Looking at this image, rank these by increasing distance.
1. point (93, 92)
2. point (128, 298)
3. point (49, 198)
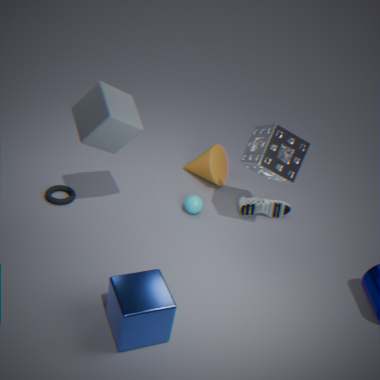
1. point (128, 298)
2. point (93, 92)
3. point (49, 198)
